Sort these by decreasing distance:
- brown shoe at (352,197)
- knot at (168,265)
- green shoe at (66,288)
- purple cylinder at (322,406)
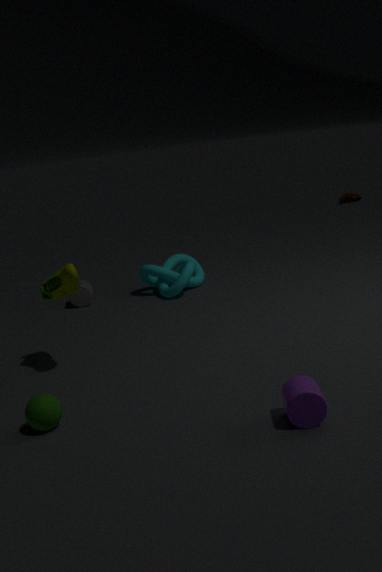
1. brown shoe at (352,197)
2. knot at (168,265)
3. green shoe at (66,288)
4. purple cylinder at (322,406)
